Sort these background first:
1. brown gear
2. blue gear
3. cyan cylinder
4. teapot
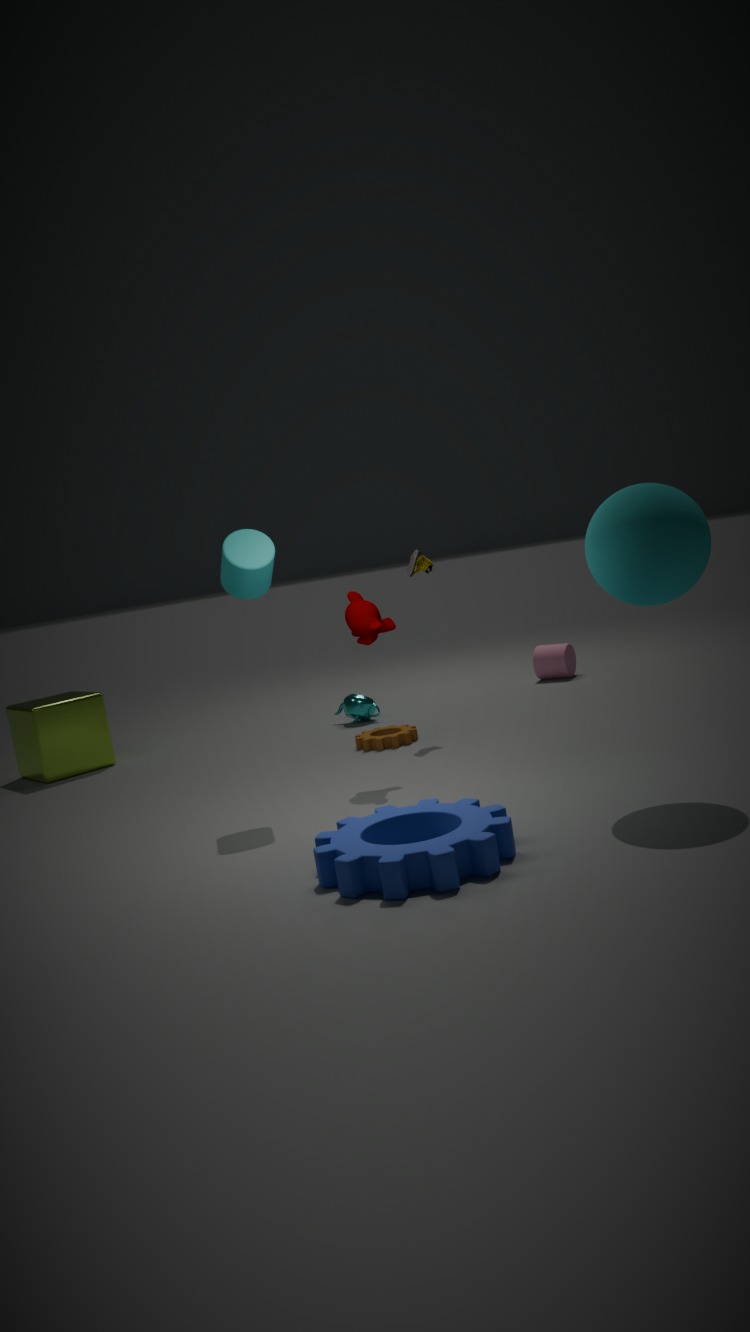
teapot
brown gear
cyan cylinder
blue gear
